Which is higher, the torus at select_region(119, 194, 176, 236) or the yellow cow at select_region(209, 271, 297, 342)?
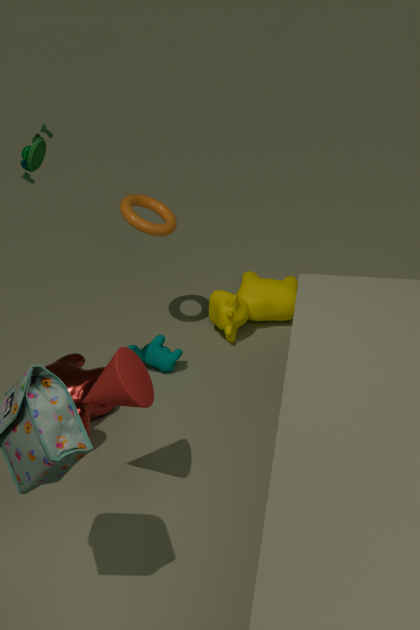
the torus at select_region(119, 194, 176, 236)
